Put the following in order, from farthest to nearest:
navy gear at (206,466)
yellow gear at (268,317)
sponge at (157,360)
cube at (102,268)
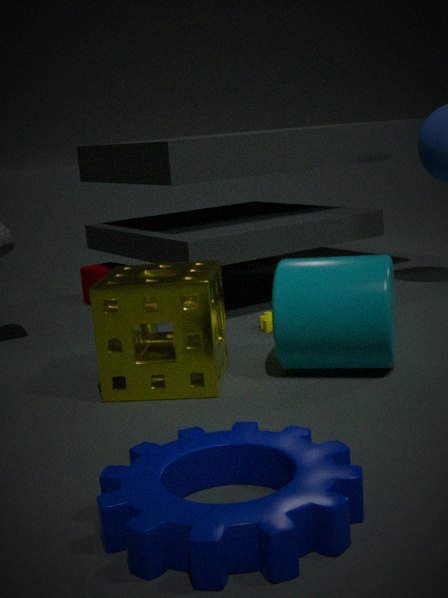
1. cube at (102,268)
2. yellow gear at (268,317)
3. sponge at (157,360)
4. navy gear at (206,466)
